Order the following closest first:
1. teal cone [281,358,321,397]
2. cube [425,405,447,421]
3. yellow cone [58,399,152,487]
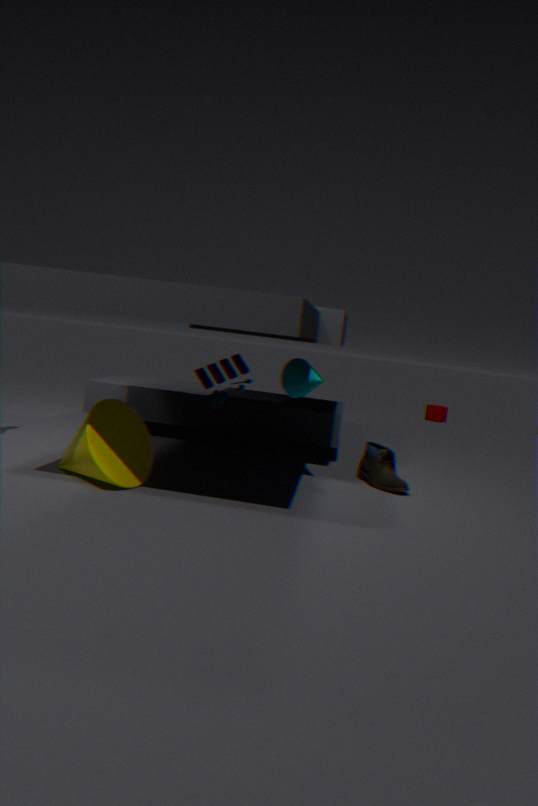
yellow cone [58,399,152,487] → teal cone [281,358,321,397] → cube [425,405,447,421]
